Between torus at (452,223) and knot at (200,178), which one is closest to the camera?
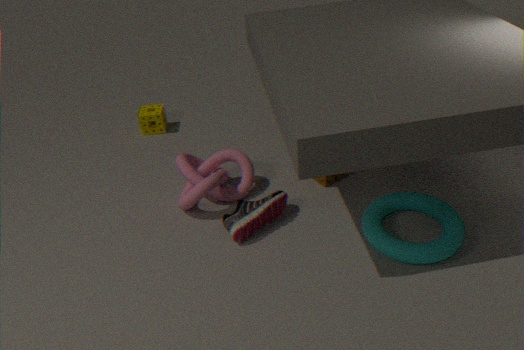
torus at (452,223)
